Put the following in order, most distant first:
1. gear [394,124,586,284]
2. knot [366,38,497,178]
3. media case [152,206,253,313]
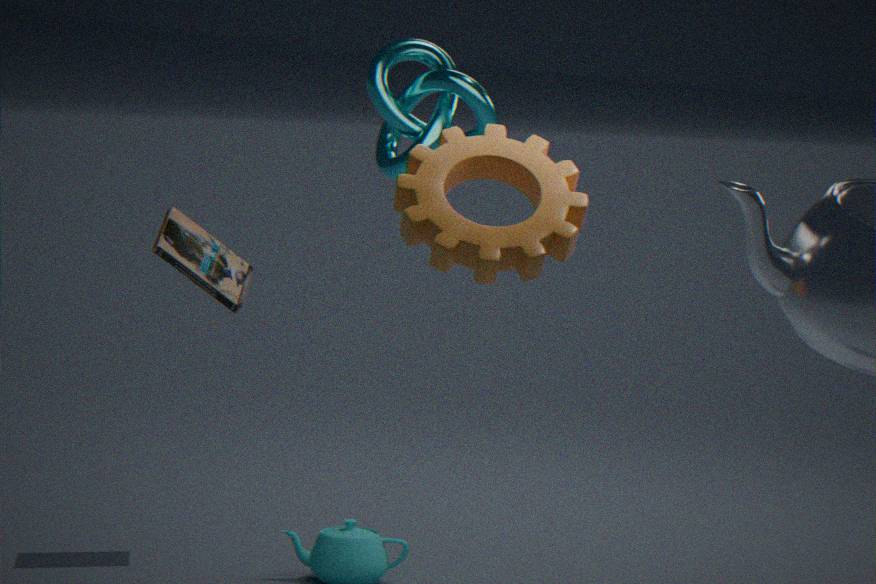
media case [152,206,253,313], knot [366,38,497,178], gear [394,124,586,284]
